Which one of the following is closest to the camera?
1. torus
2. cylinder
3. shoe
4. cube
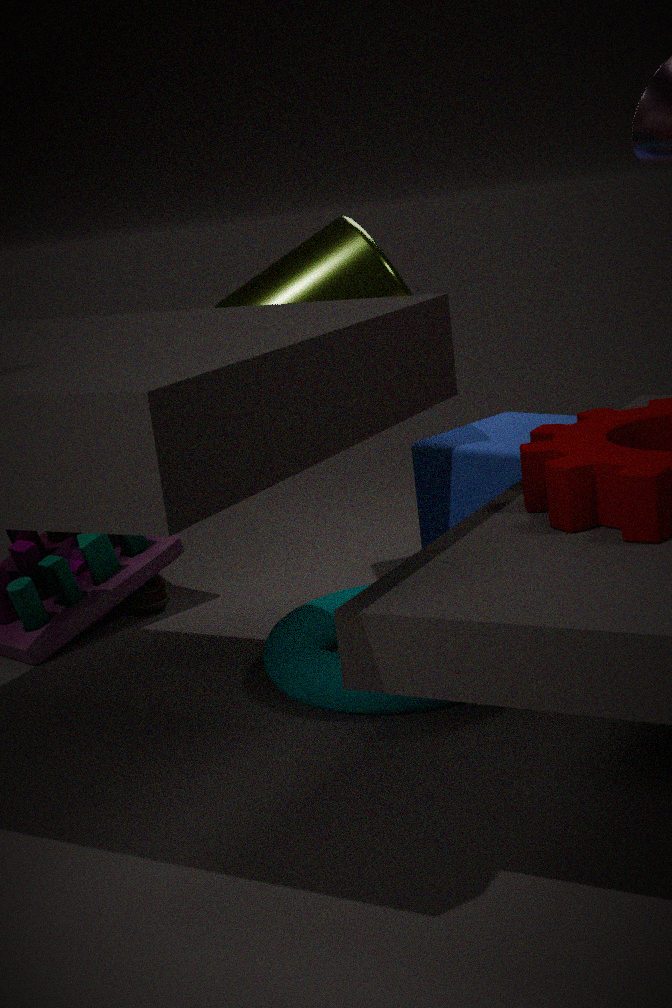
torus
